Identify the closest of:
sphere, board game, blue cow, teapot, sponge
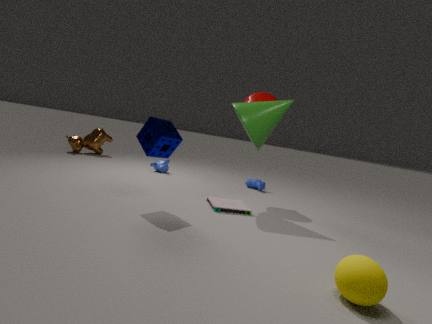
sphere
